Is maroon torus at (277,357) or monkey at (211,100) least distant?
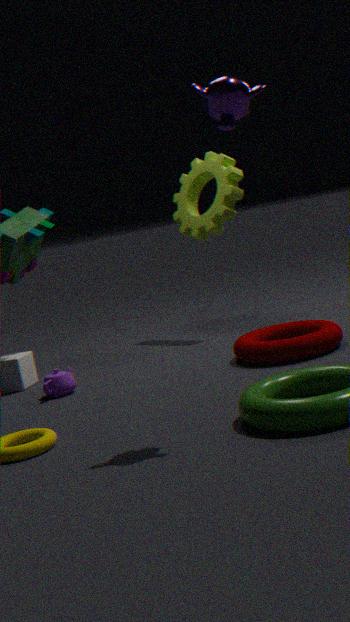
monkey at (211,100)
